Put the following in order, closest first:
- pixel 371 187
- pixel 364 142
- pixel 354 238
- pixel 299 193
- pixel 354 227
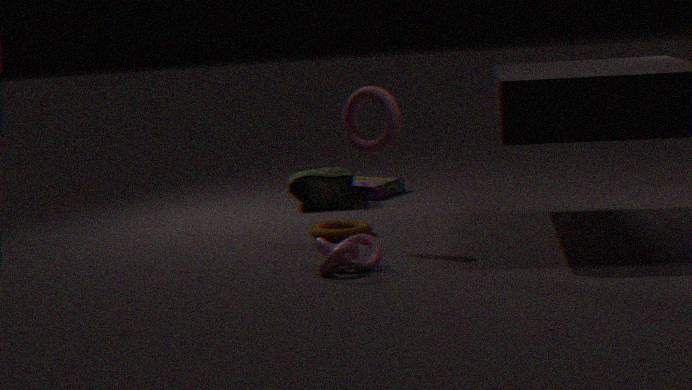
1. pixel 354 238
2. pixel 364 142
3. pixel 354 227
4. pixel 299 193
5. pixel 371 187
